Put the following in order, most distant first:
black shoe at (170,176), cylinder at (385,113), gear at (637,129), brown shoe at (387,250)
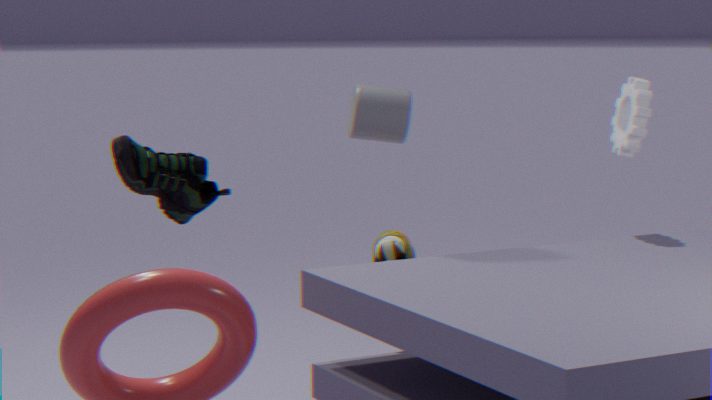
1. gear at (637,129)
2. brown shoe at (387,250)
3. cylinder at (385,113)
4. black shoe at (170,176)
